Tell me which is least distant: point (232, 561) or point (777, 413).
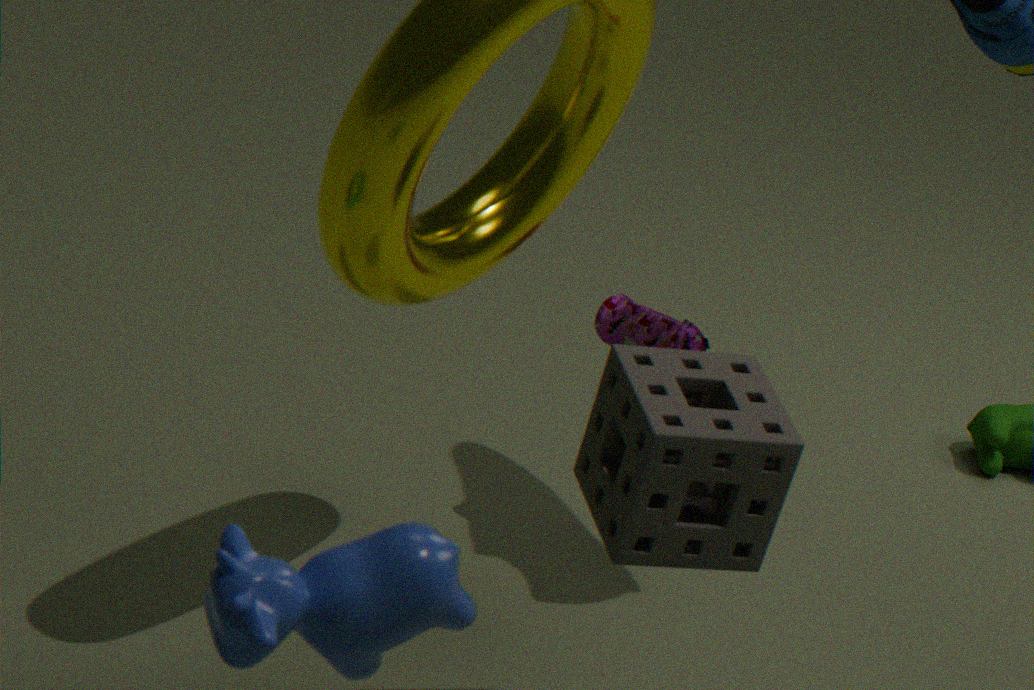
point (232, 561)
